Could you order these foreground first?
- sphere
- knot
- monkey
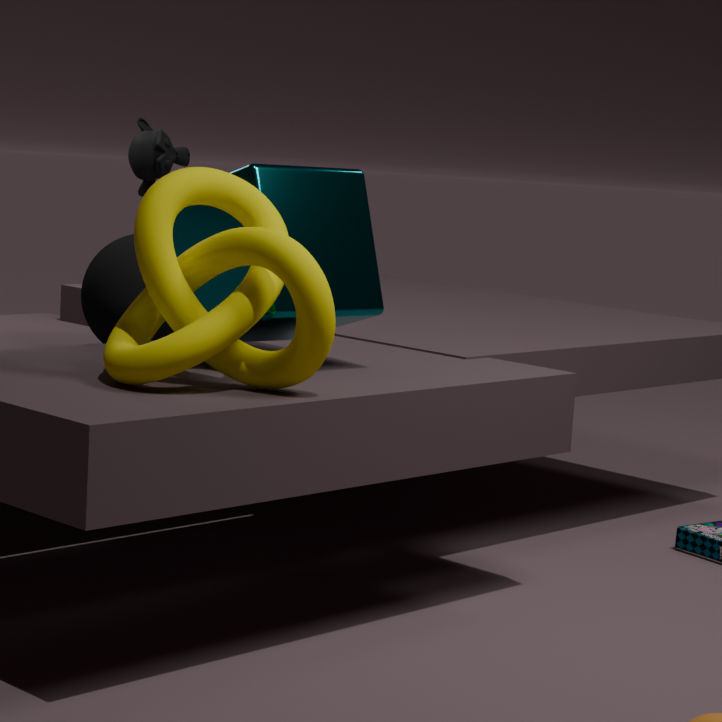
knot
sphere
monkey
